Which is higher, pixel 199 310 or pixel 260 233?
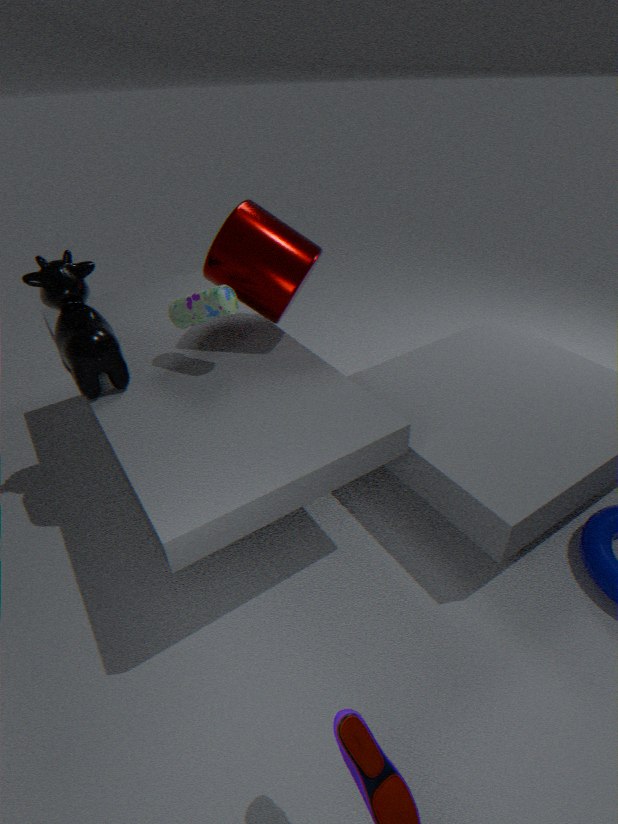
pixel 260 233
